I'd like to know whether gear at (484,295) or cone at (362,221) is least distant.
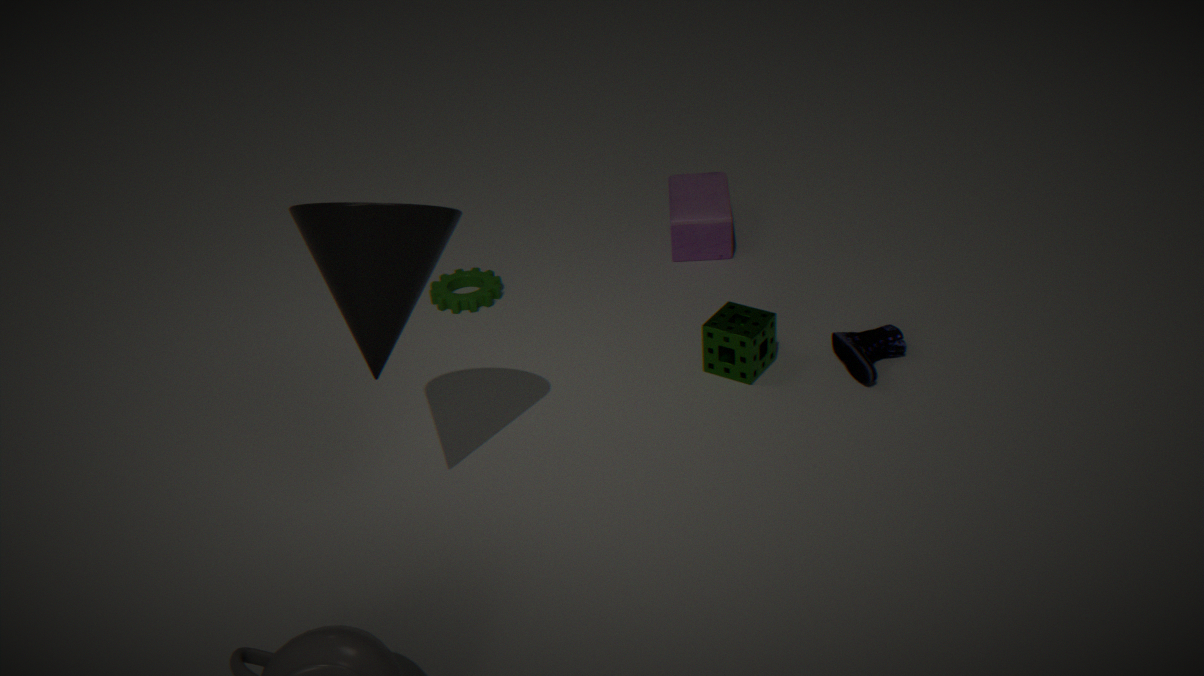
cone at (362,221)
